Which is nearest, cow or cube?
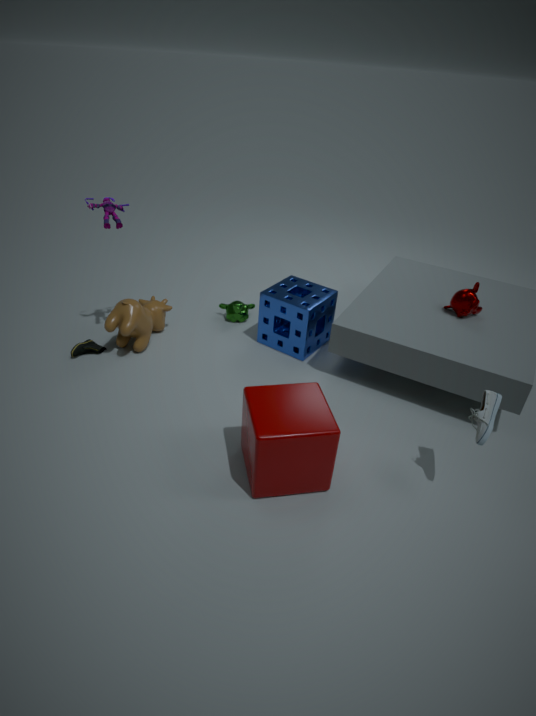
cube
